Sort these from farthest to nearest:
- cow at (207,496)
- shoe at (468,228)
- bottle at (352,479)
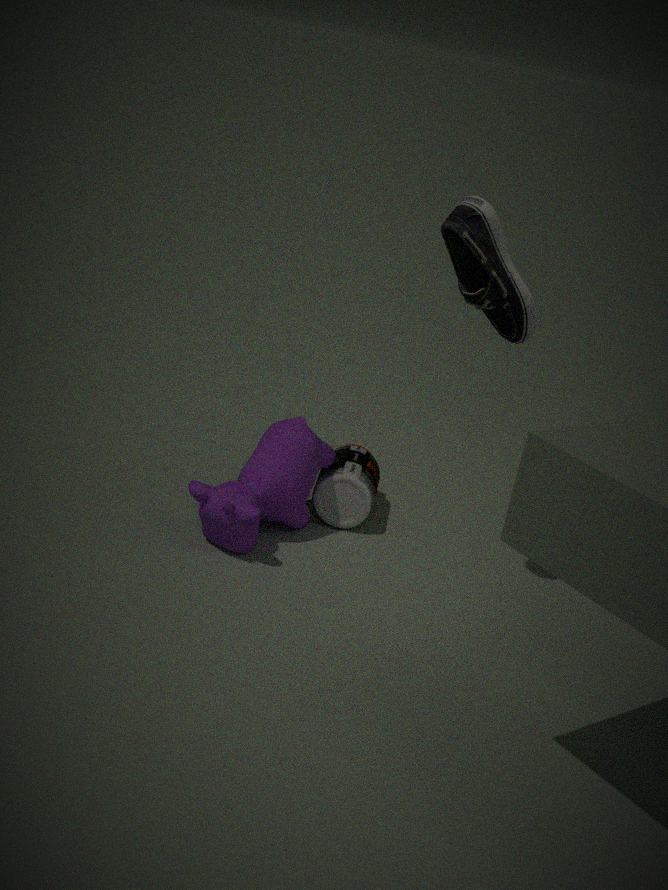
bottle at (352,479), cow at (207,496), shoe at (468,228)
